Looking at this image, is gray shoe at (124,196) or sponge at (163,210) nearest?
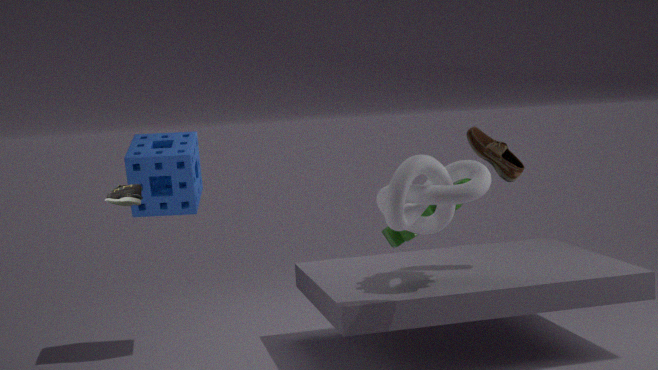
gray shoe at (124,196)
